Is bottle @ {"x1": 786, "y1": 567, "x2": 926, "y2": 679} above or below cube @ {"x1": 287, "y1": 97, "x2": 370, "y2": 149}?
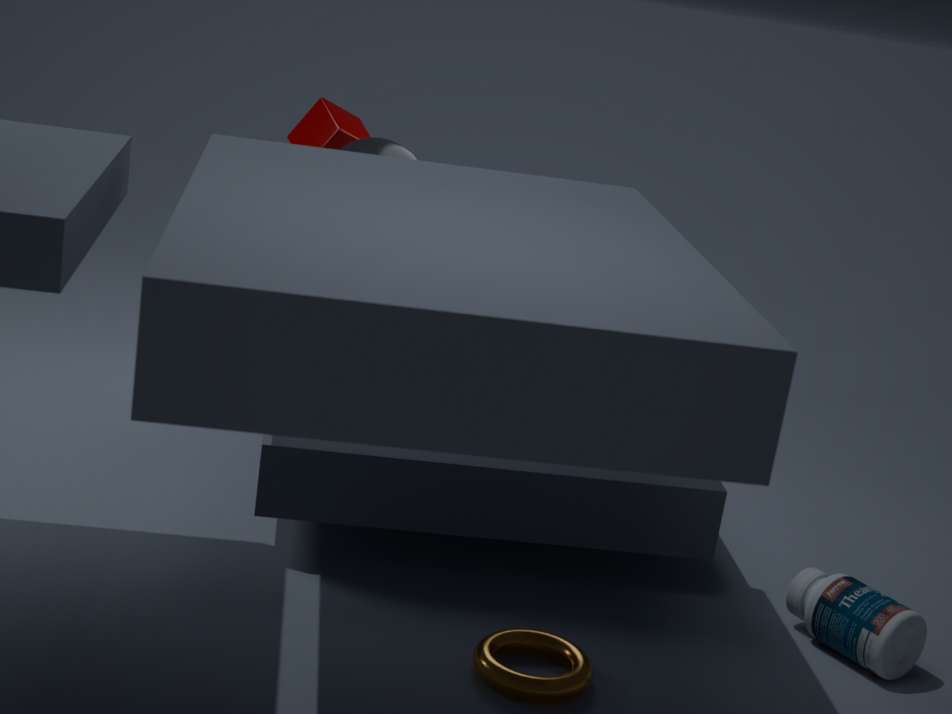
below
